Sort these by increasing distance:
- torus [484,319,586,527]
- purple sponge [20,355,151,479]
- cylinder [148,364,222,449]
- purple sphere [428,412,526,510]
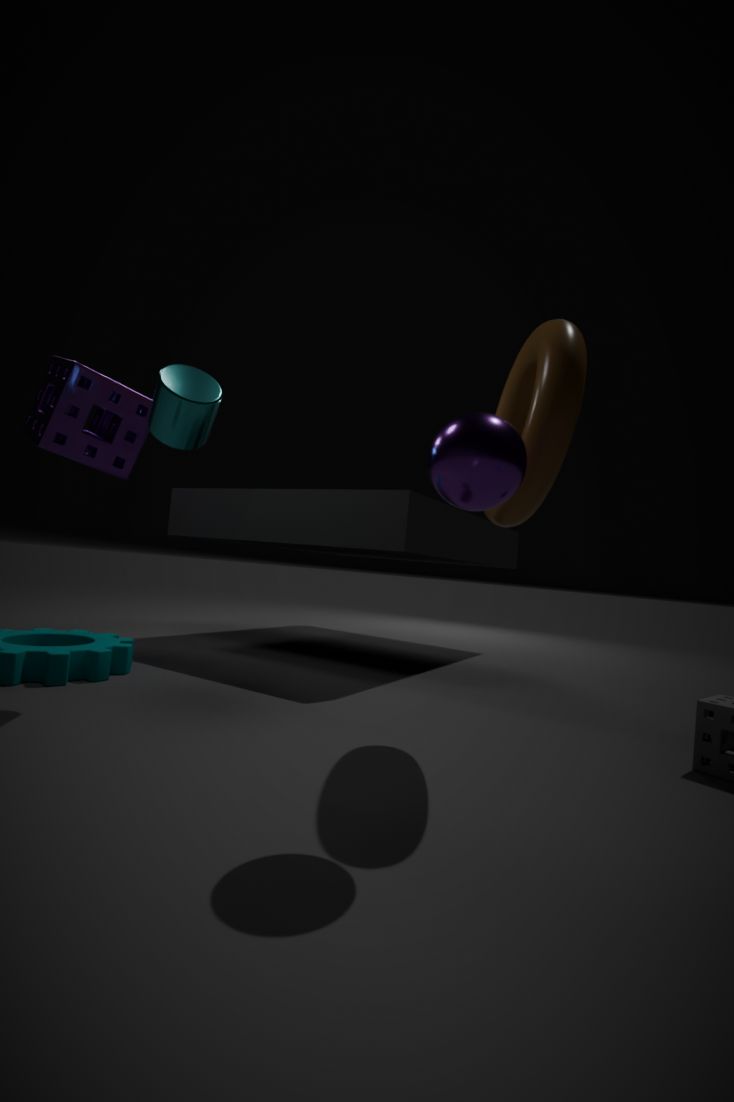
purple sphere [428,412,526,510], torus [484,319,586,527], cylinder [148,364,222,449], purple sponge [20,355,151,479]
